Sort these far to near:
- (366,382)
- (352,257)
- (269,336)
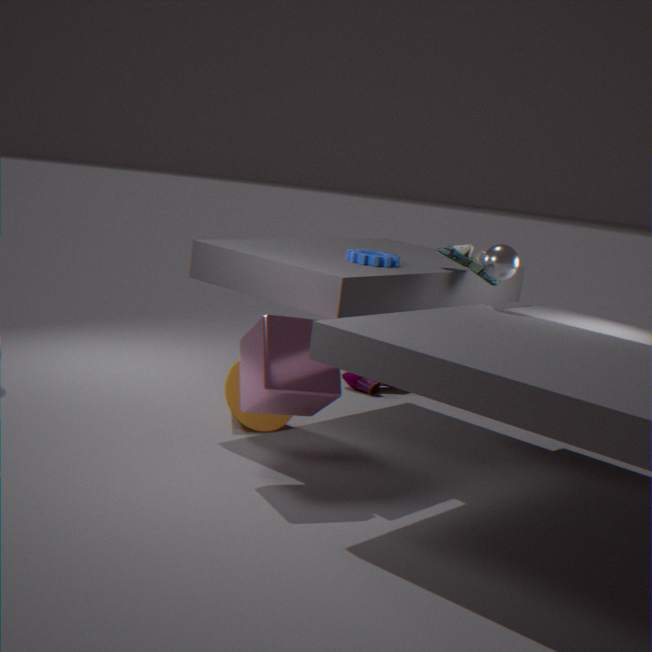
(366,382)
(352,257)
(269,336)
